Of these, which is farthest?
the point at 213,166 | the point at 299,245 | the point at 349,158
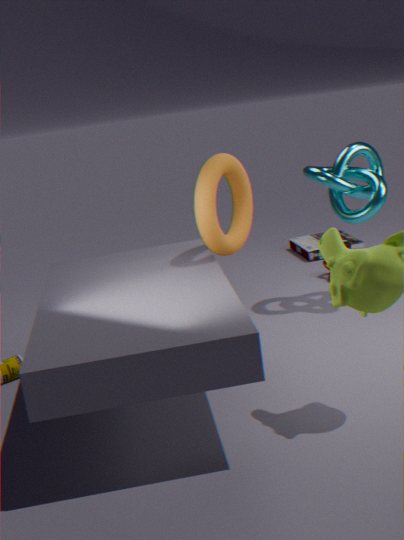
the point at 299,245
